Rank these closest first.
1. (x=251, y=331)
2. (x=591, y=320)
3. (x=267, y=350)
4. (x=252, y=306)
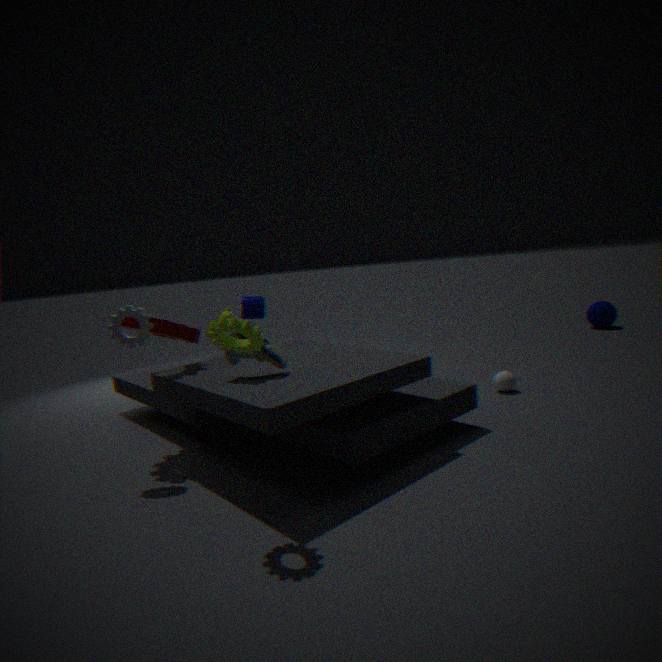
(x=251, y=331) → (x=267, y=350) → (x=252, y=306) → (x=591, y=320)
